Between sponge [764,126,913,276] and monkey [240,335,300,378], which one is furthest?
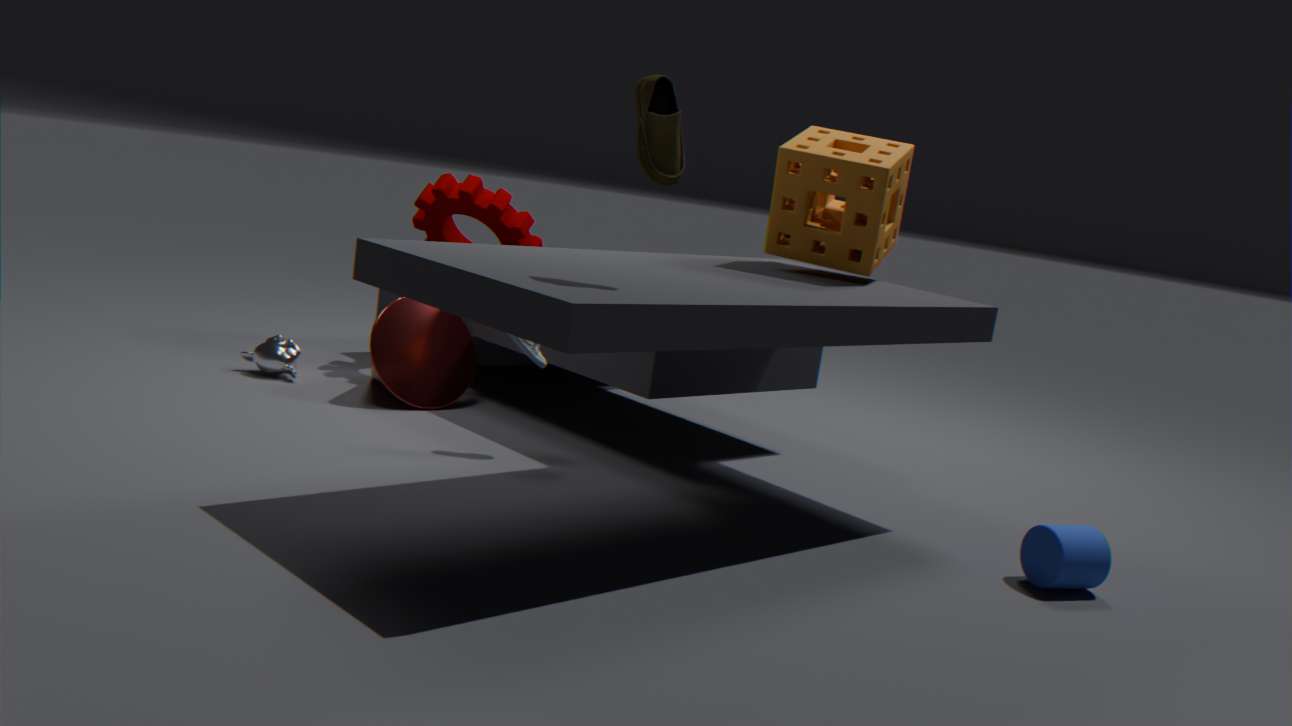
monkey [240,335,300,378]
